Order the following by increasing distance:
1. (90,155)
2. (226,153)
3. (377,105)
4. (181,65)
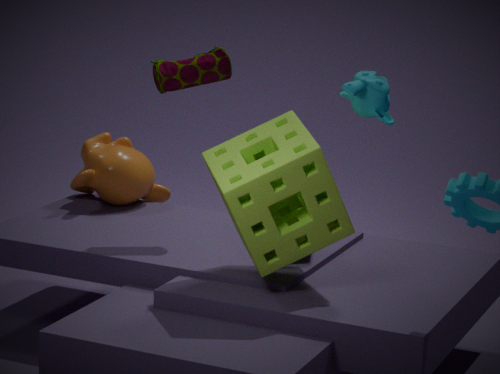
(377,105) < (226,153) < (181,65) < (90,155)
